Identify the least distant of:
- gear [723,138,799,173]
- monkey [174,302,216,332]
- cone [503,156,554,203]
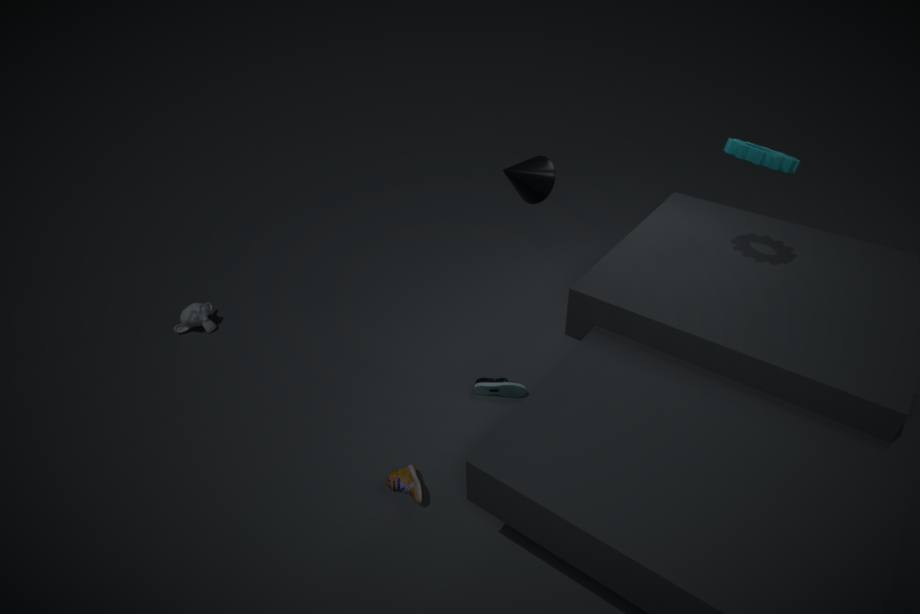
gear [723,138,799,173]
